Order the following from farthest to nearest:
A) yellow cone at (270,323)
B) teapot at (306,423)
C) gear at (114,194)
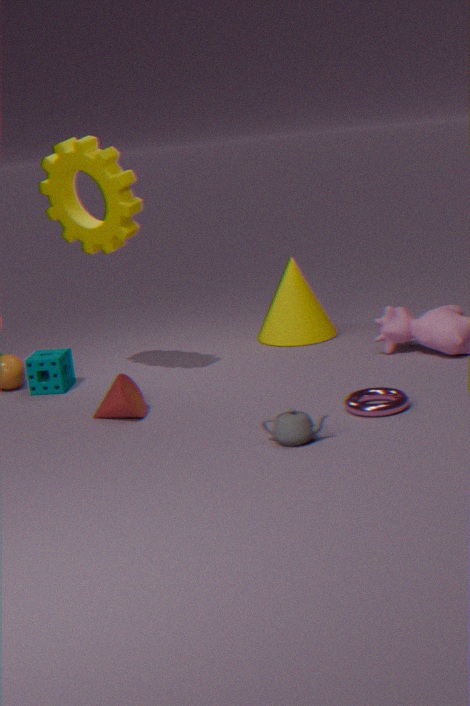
yellow cone at (270,323), gear at (114,194), teapot at (306,423)
